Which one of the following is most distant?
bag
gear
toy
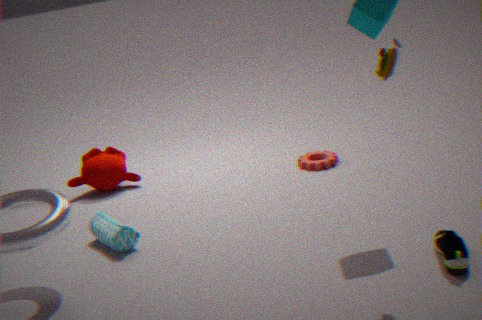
gear
